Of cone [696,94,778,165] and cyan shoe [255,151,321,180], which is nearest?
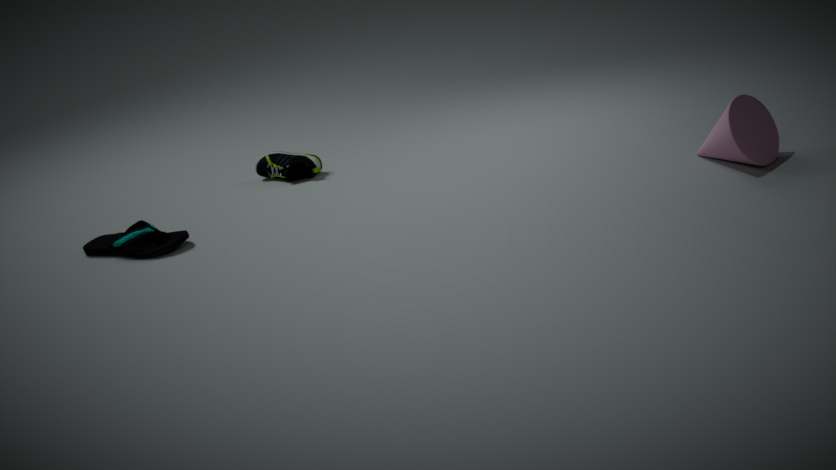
cone [696,94,778,165]
